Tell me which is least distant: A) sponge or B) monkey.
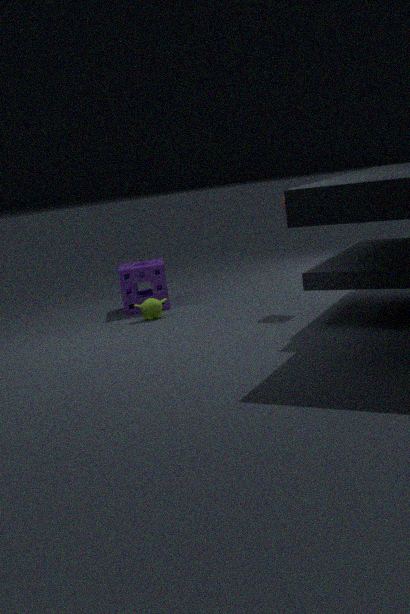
B. monkey
